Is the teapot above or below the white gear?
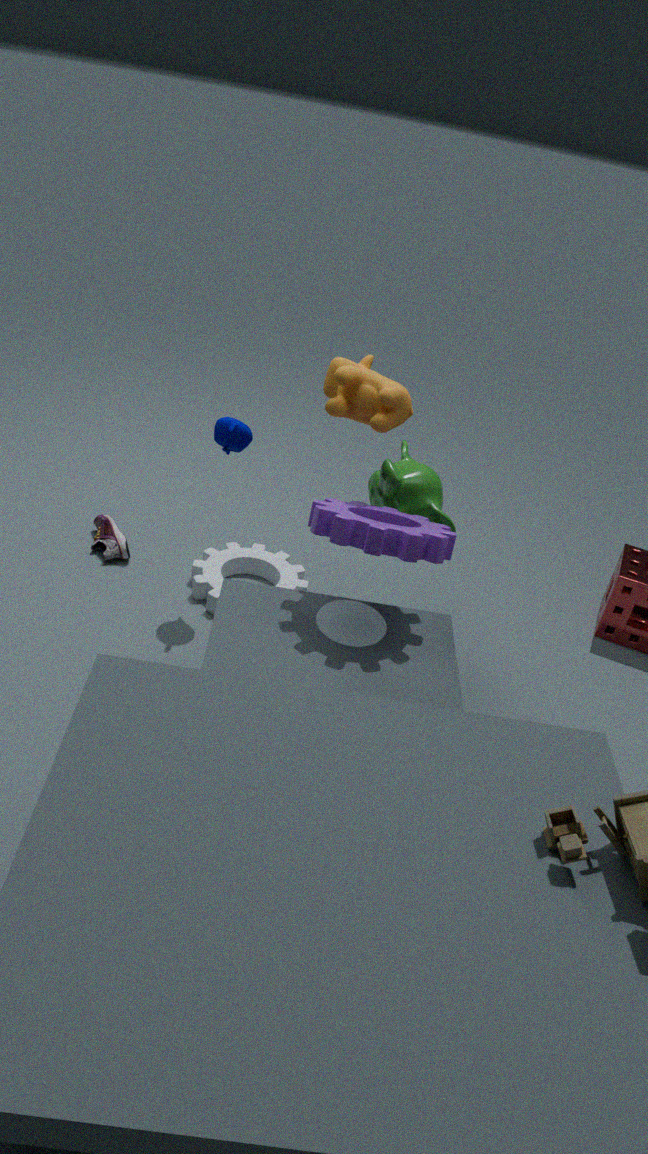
above
